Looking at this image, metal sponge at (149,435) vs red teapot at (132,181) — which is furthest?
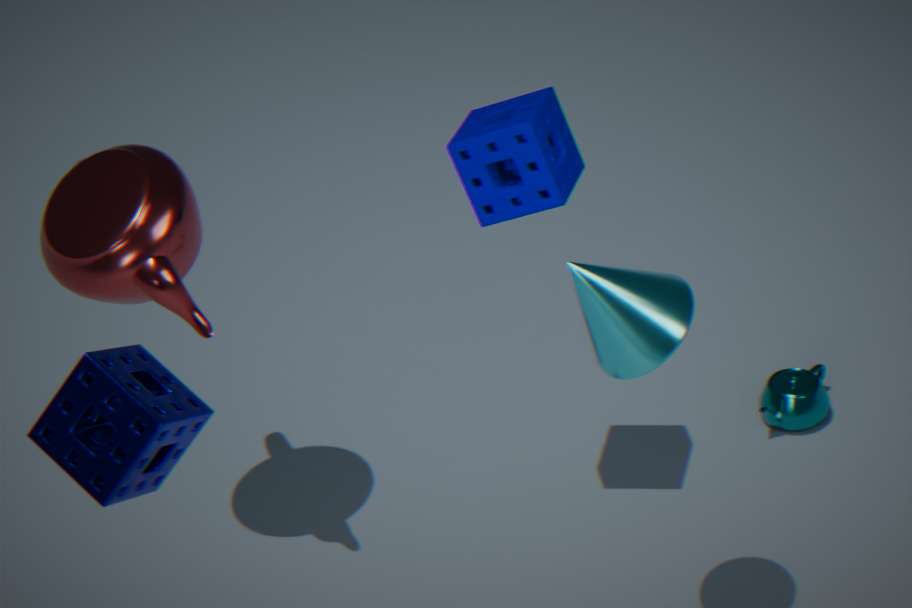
red teapot at (132,181)
